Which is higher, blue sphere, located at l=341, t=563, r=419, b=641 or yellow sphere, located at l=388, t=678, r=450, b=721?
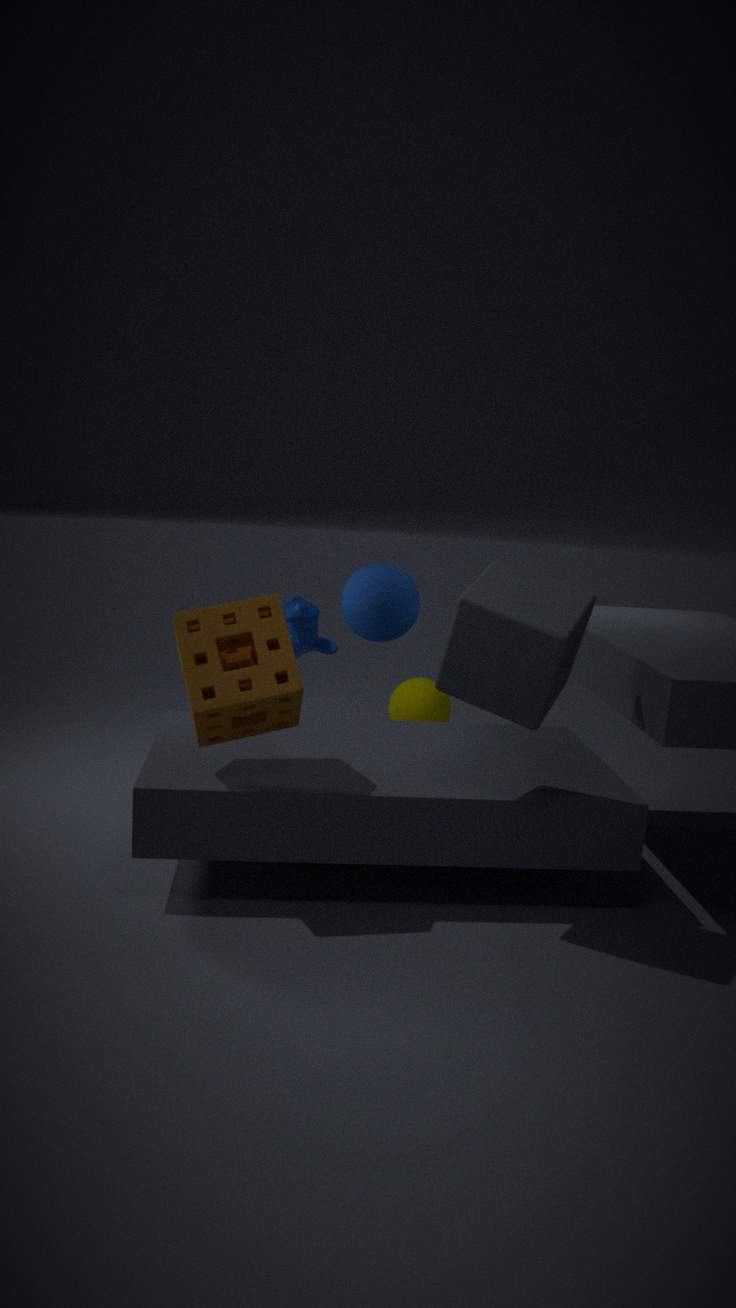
blue sphere, located at l=341, t=563, r=419, b=641
